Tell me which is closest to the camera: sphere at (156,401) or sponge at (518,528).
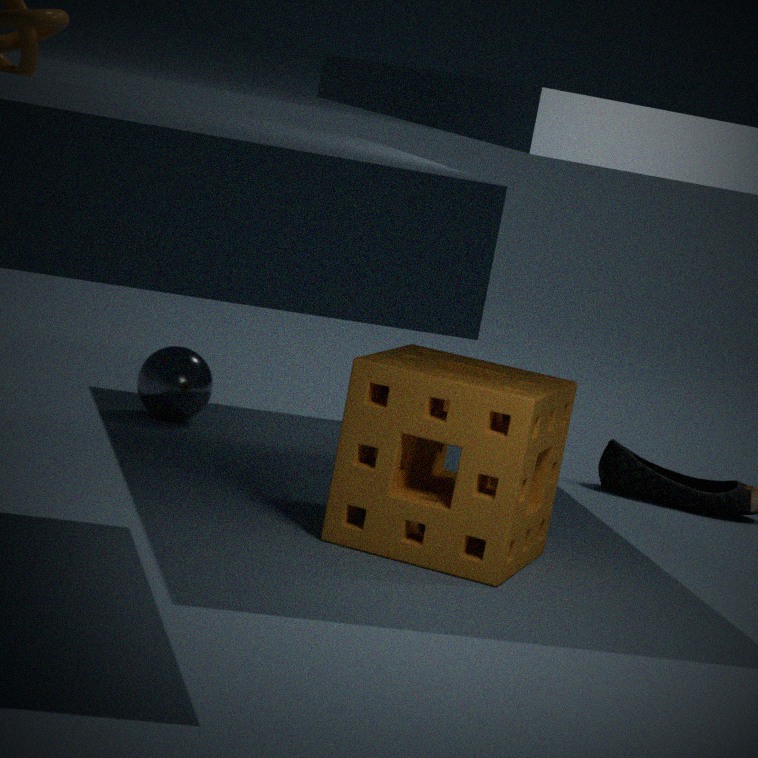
sponge at (518,528)
